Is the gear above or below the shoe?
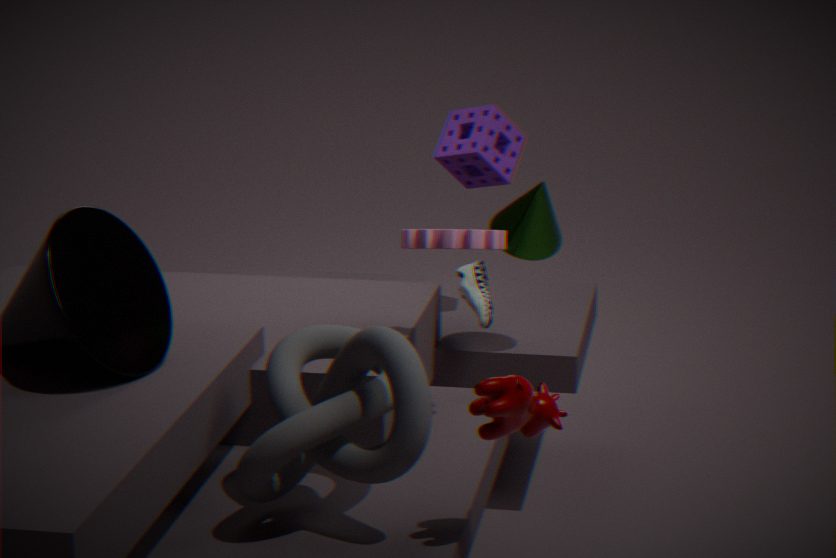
above
